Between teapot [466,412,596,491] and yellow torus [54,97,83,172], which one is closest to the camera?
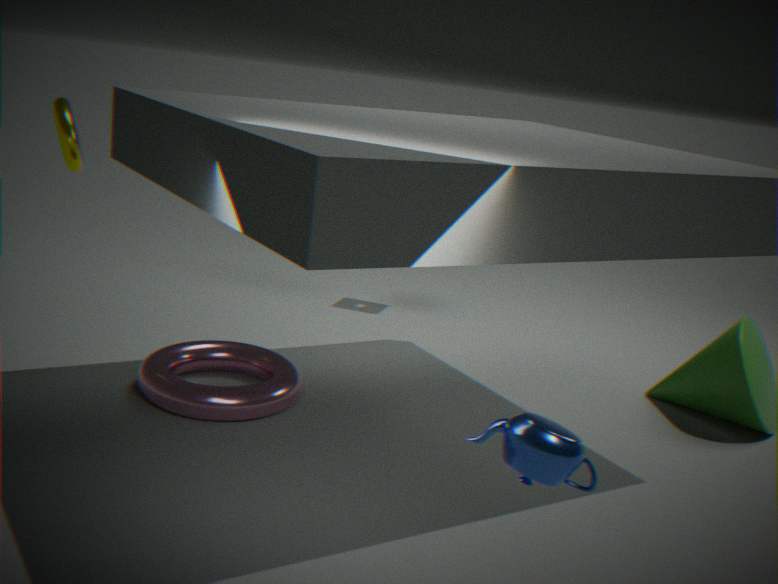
teapot [466,412,596,491]
